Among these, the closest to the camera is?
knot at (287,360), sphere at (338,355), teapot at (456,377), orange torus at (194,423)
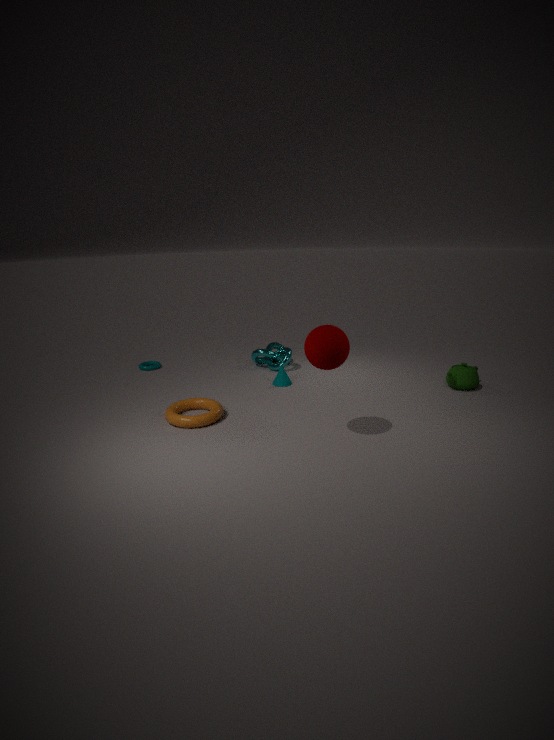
sphere at (338,355)
